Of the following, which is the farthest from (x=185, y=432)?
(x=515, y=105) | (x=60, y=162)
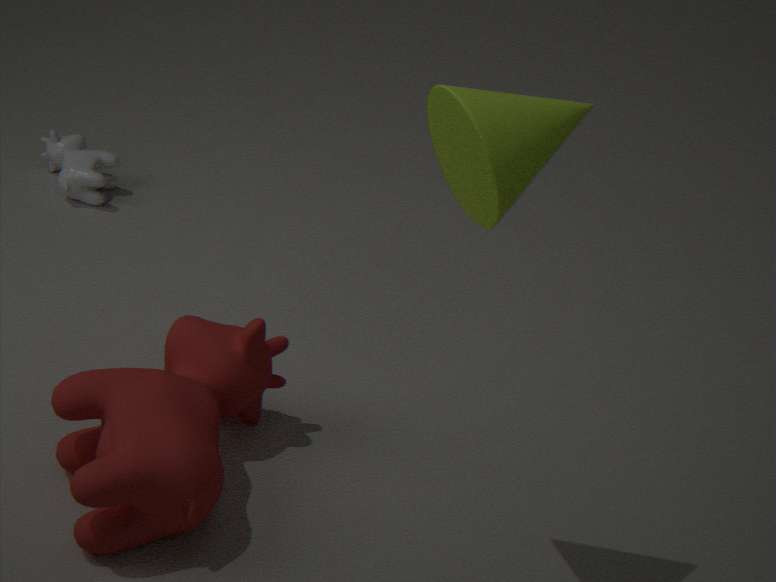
(x=60, y=162)
